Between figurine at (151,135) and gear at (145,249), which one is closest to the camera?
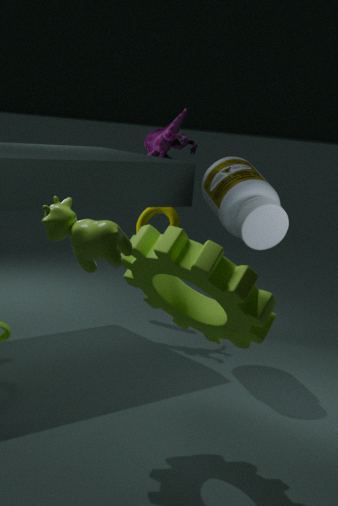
gear at (145,249)
